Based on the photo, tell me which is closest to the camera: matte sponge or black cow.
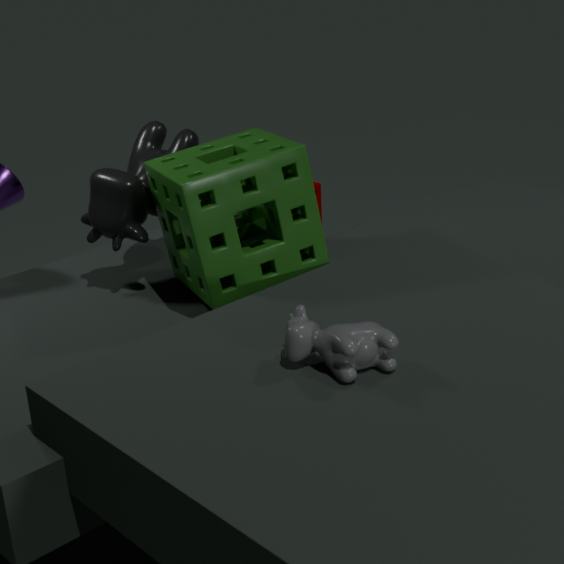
black cow
